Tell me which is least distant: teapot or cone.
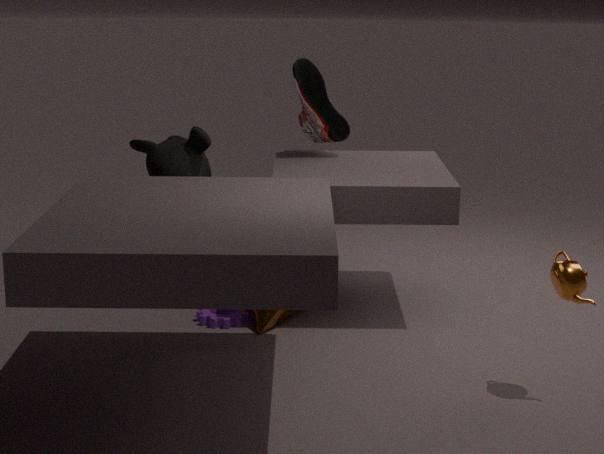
teapot
